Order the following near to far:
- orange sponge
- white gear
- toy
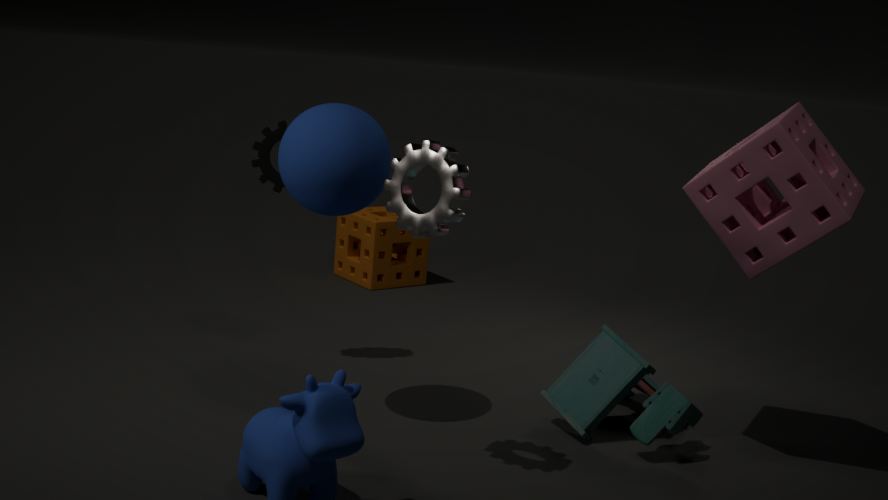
white gear → toy → orange sponge
